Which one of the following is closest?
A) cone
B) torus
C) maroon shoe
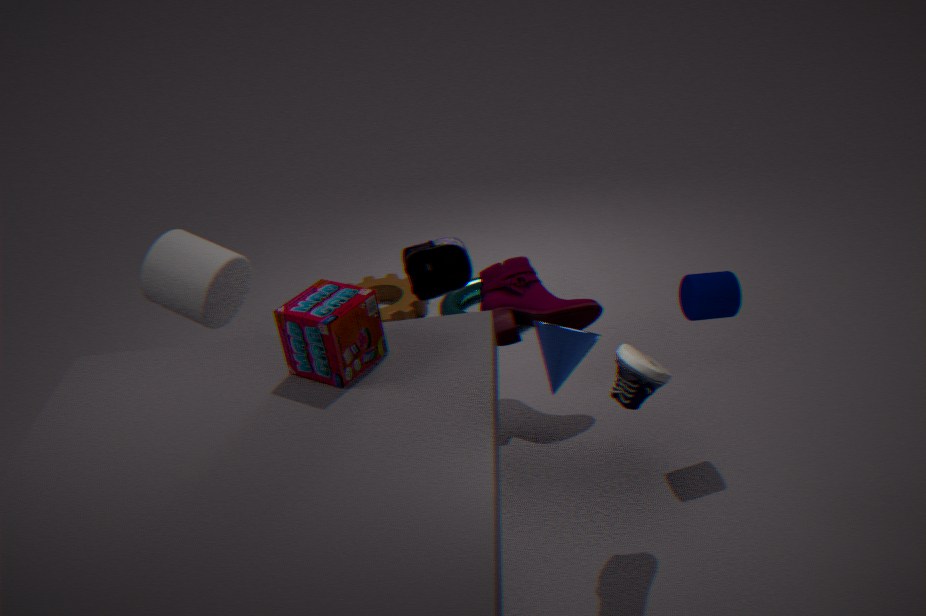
cone
